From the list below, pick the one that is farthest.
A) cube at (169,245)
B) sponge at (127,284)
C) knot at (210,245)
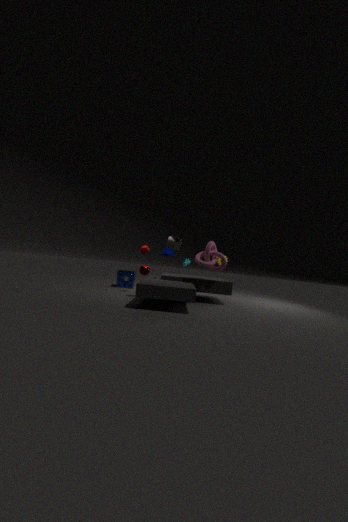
sponge at (127,284)
